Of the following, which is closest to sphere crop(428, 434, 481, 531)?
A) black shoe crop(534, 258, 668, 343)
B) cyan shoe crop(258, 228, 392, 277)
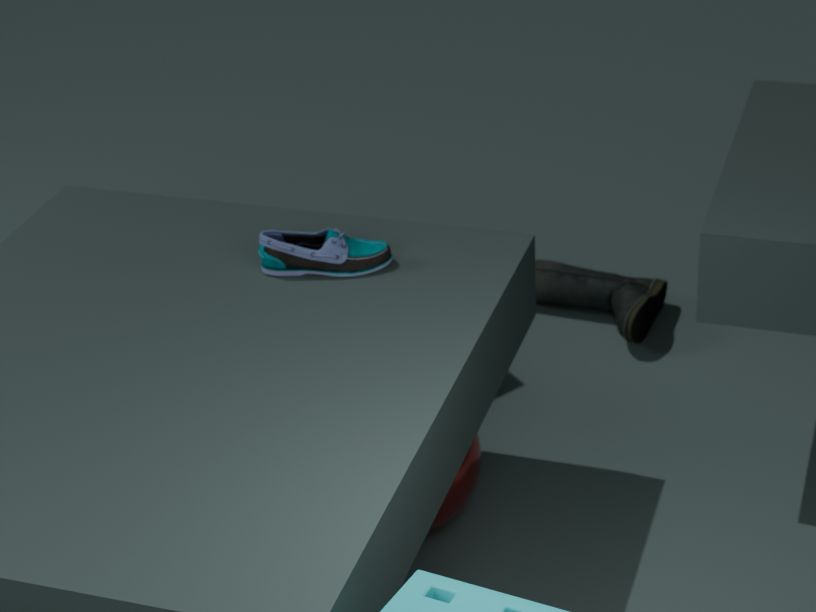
cyan shoe crop(258, 228, 392, 277)
